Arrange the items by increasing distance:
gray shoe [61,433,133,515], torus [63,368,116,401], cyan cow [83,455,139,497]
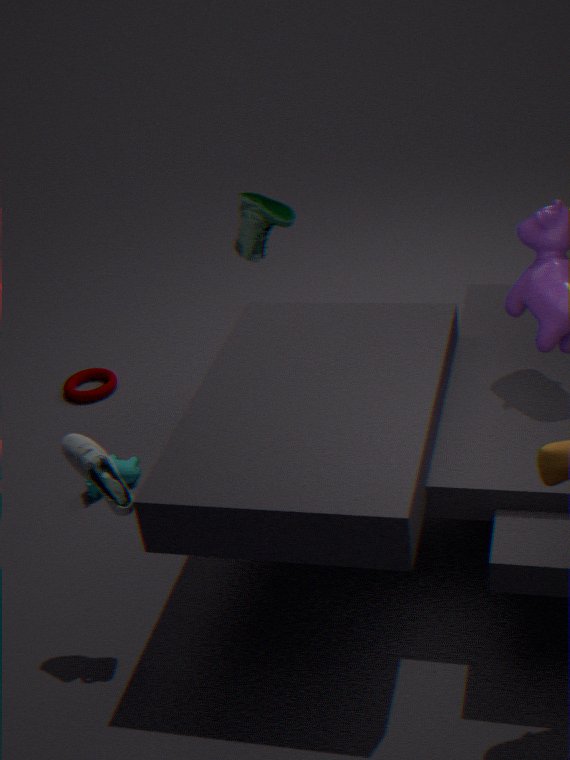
gray shoe [61,433,133,515]
cyan cow [83,455,139,497]
torus [63,368,116,401]
